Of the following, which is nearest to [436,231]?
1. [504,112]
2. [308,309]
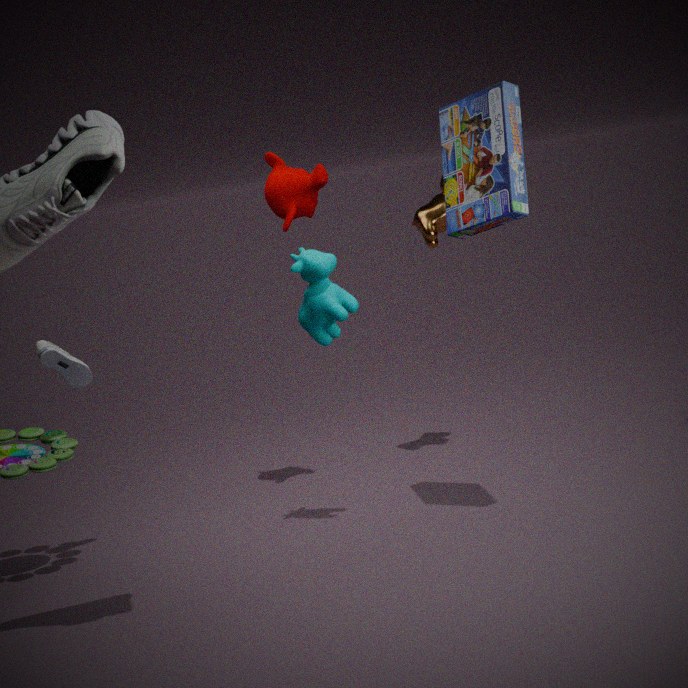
[308,309]
